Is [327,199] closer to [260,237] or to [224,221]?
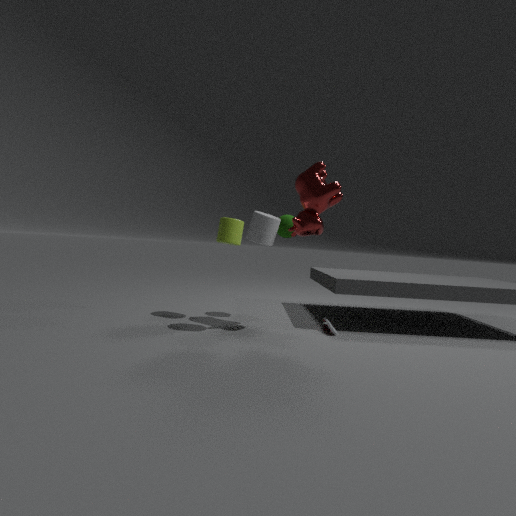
[260,237]
